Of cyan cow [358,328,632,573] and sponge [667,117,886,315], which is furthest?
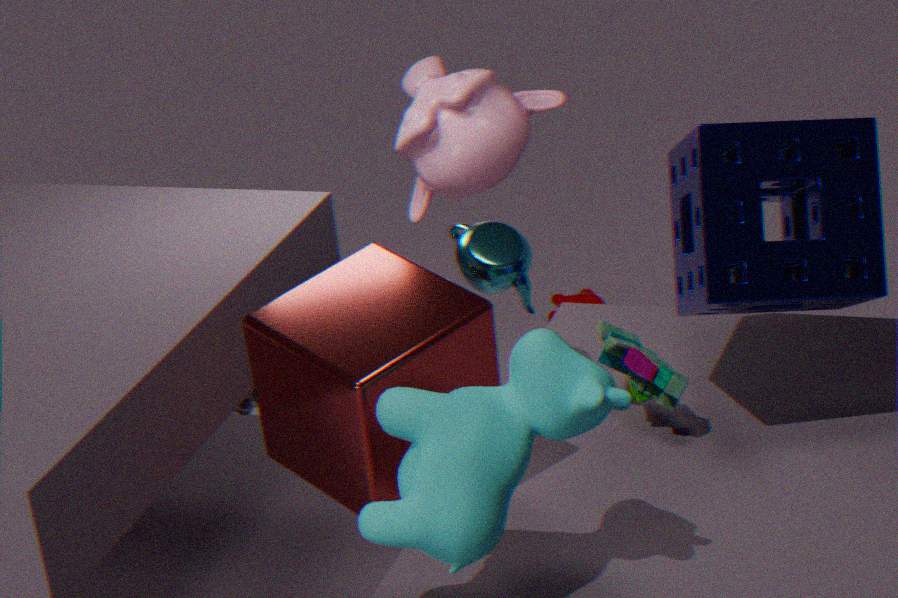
sponge [667,117,886,315]
